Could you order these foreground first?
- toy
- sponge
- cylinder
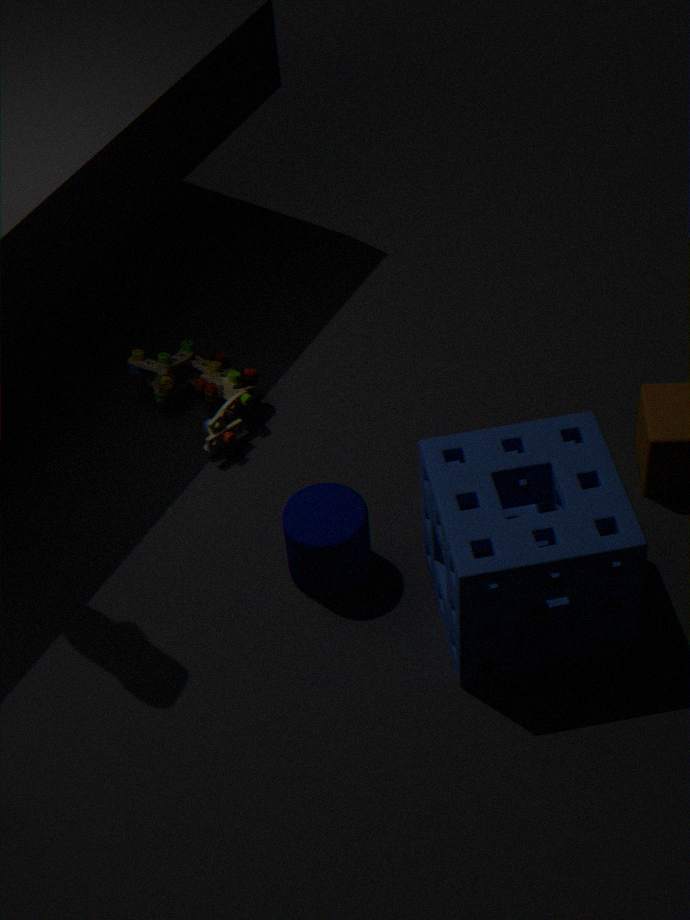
1. sponge
2. cylinder
3. toy
